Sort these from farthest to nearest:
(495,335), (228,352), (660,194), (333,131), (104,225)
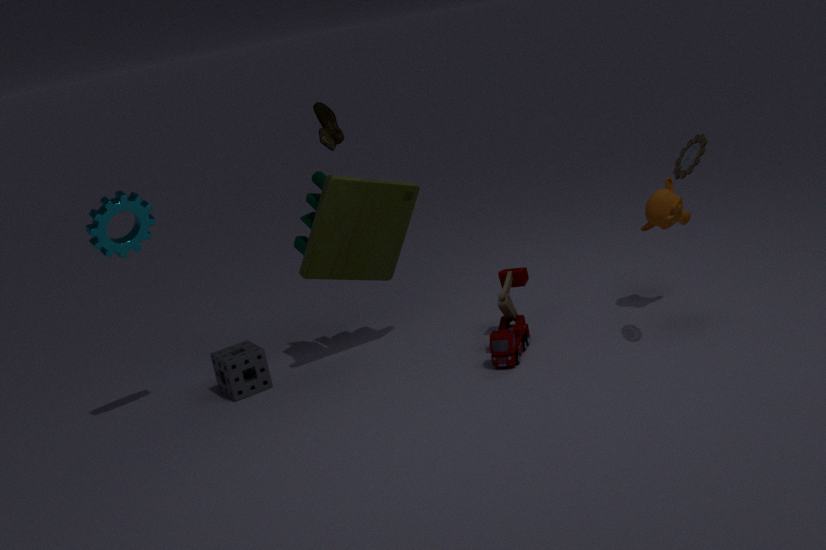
(228,352), (660,194), (495,335), (333,131), (104,225)
